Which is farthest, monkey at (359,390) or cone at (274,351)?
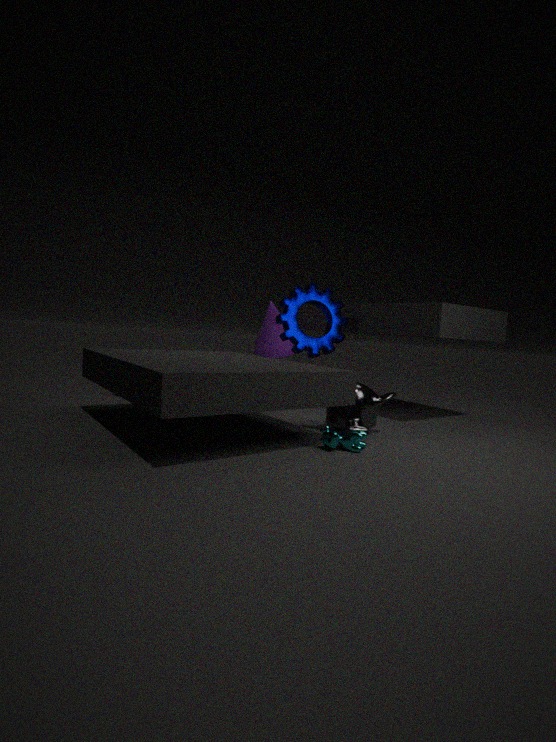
cone at (274,351)
